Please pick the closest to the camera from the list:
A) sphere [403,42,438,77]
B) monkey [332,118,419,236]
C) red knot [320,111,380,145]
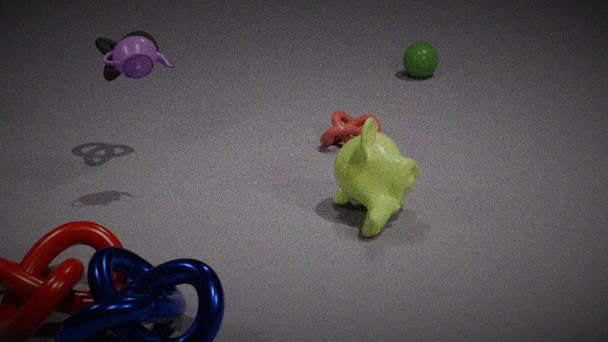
monkey [332,118,419,236]
